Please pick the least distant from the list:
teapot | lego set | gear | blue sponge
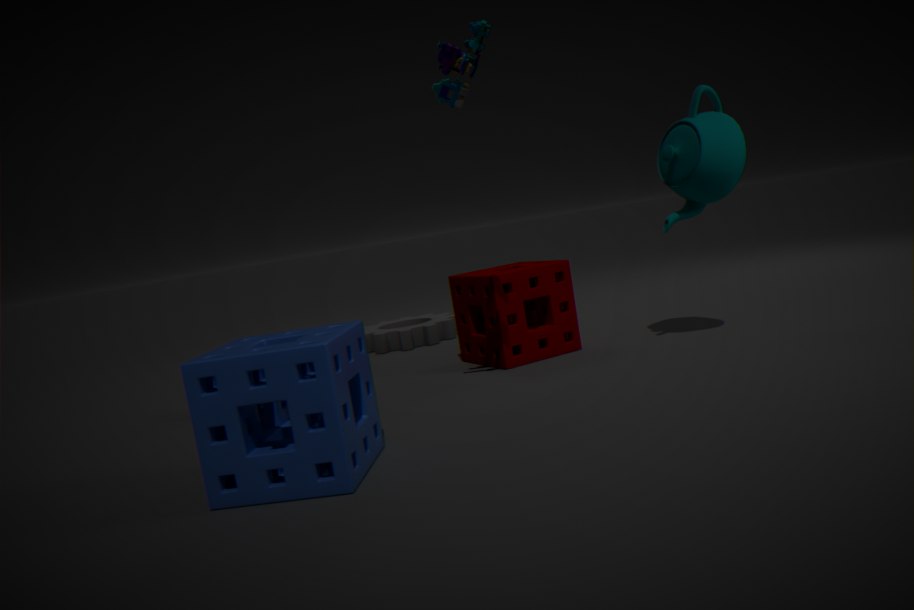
blue sponge
